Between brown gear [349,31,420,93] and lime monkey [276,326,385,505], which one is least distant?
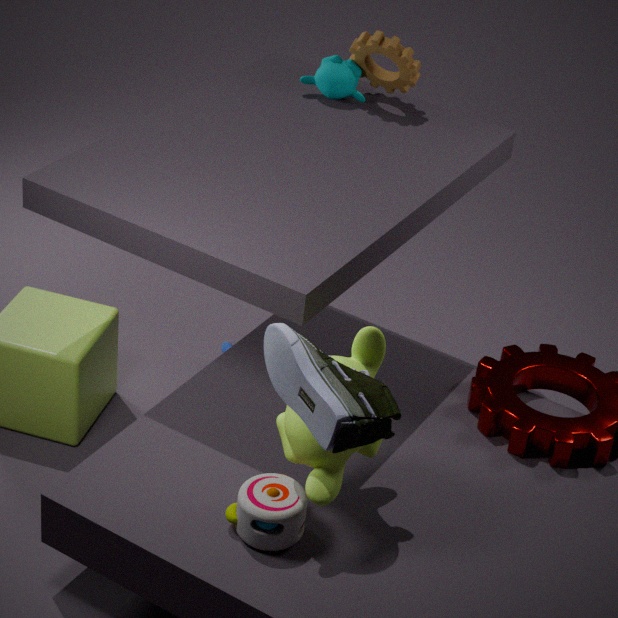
lime monkey [276,326,385,505]
